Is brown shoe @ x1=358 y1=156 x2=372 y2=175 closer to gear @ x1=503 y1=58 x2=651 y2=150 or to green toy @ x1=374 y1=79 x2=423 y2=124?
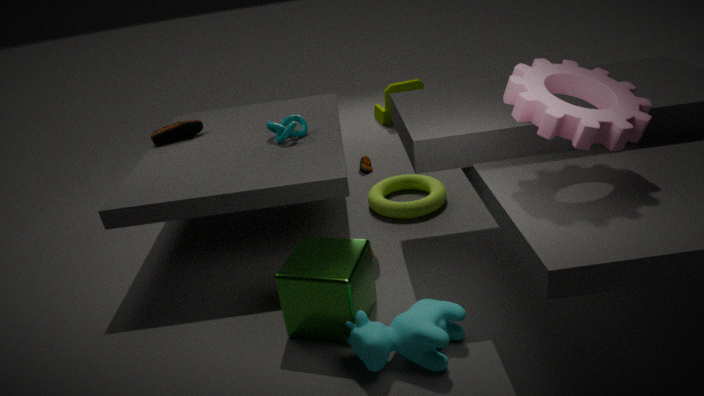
gear @ x1=503 y1=58 x2=651 y2=150
